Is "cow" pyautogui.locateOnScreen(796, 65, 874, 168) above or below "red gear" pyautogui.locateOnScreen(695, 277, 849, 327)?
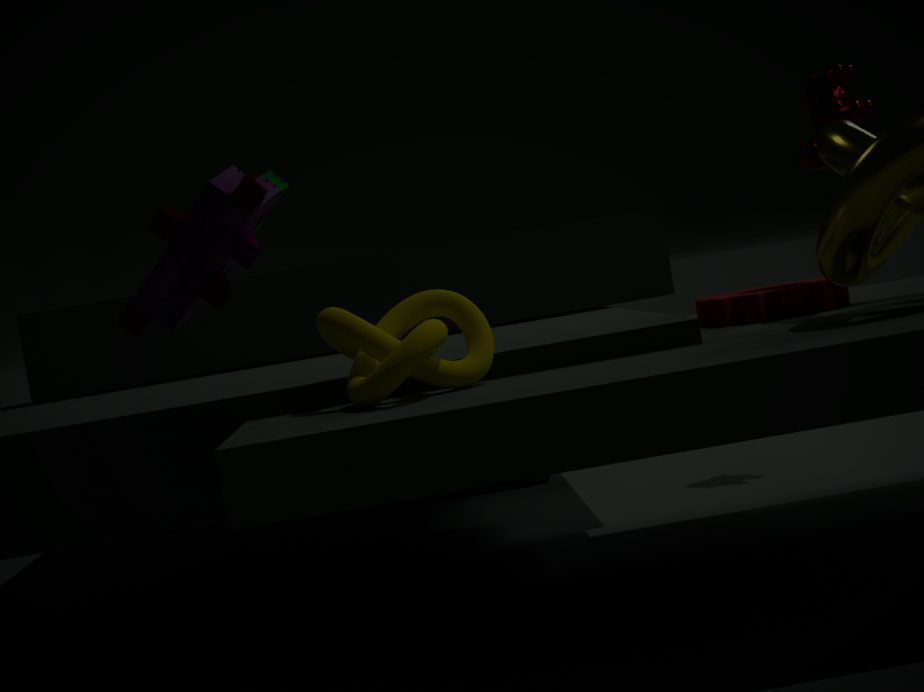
above
